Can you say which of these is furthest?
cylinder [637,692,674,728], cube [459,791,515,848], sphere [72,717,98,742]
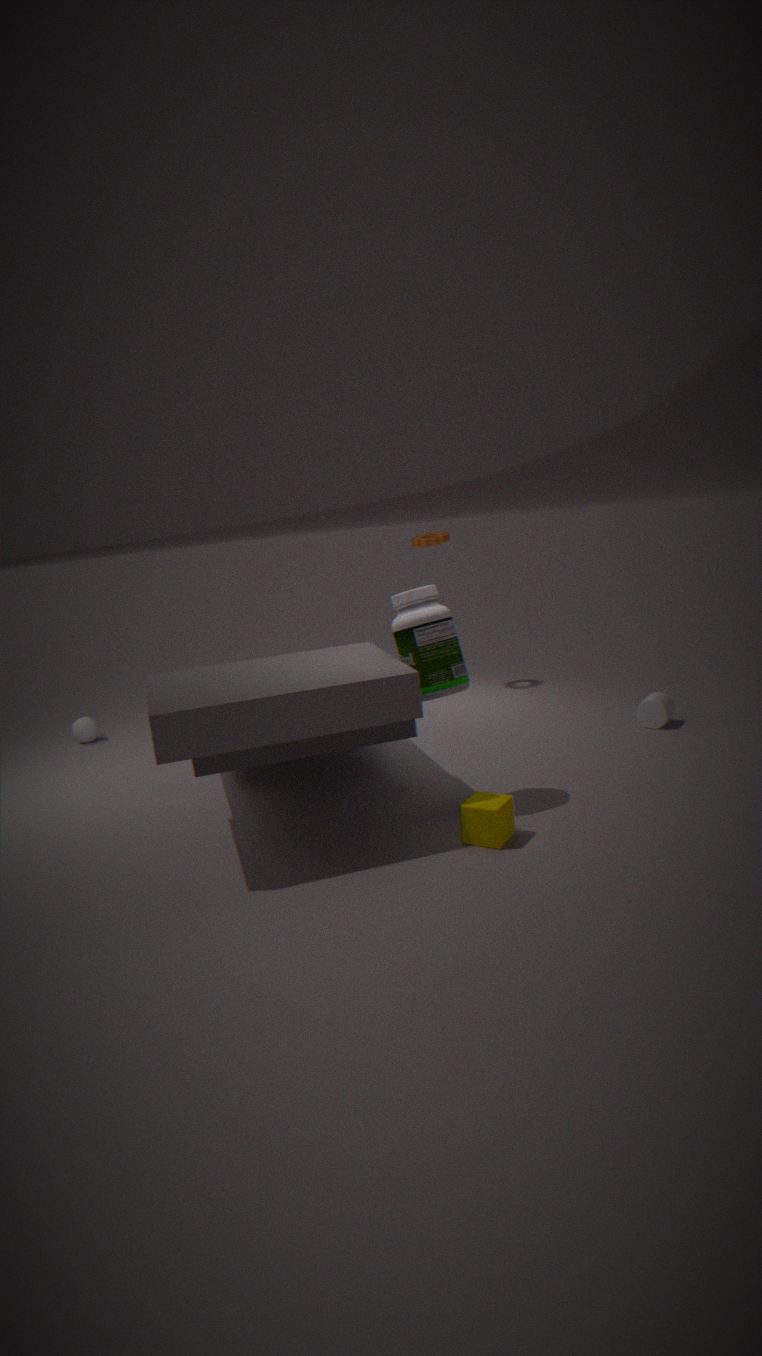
sphere [72,717,98,742]
